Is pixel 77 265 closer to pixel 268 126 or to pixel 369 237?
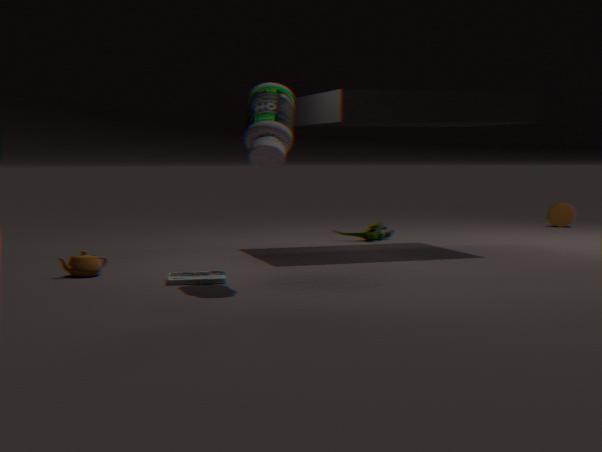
pixel 268 126
